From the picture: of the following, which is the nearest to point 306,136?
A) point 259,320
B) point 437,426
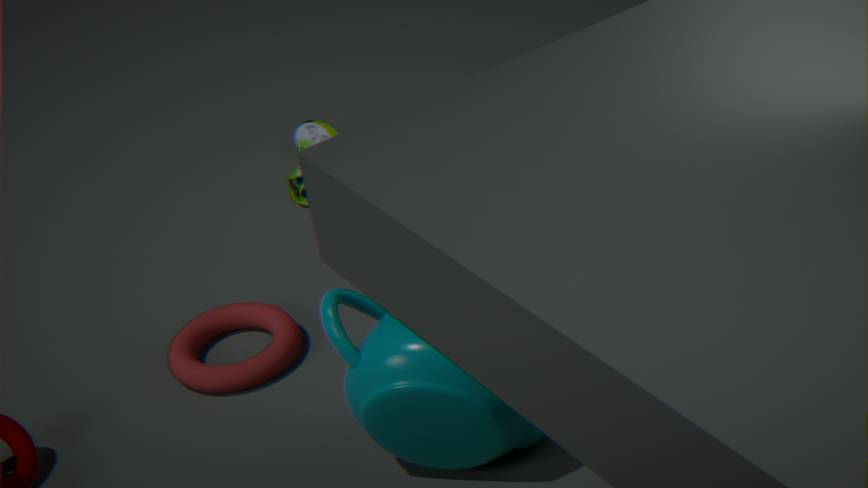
point 259,320
